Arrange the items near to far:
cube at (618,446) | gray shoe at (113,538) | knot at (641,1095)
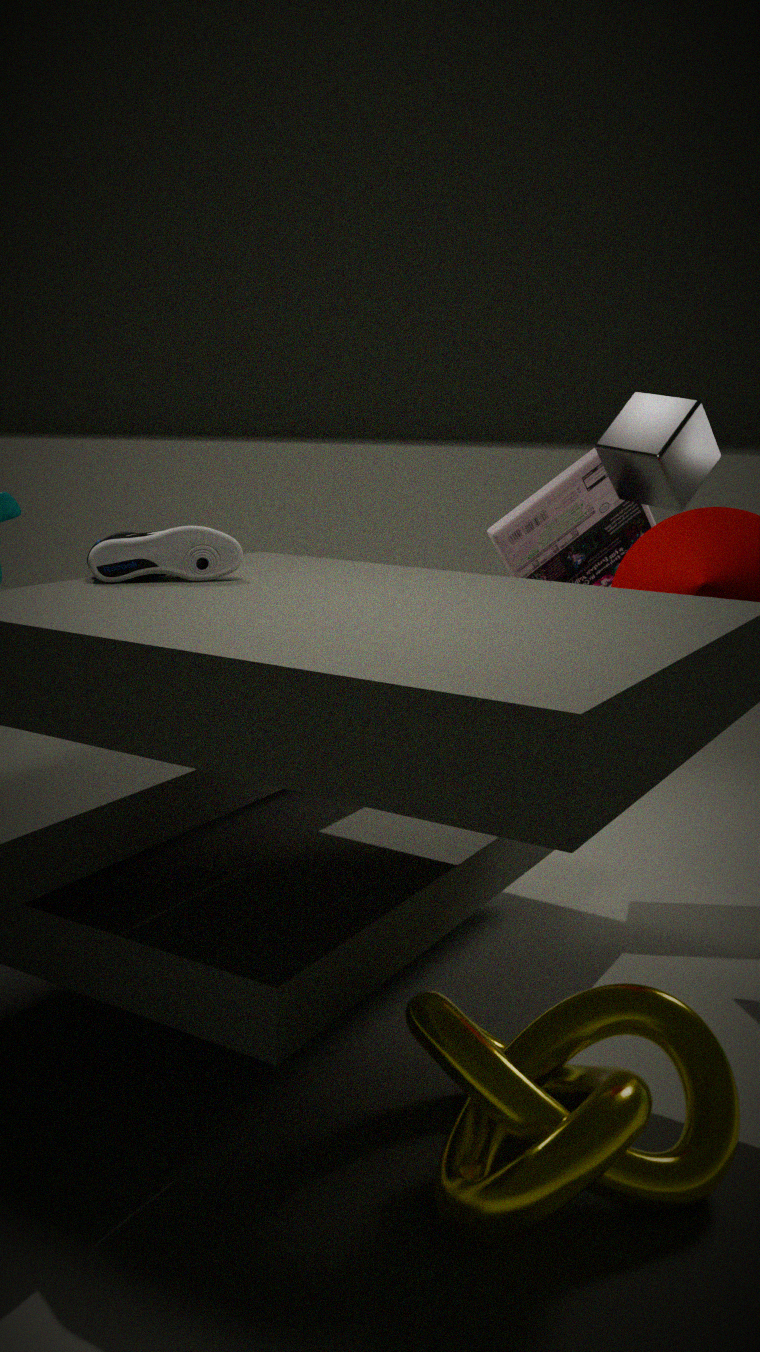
knot at (641,1095), gray shoe at (113,538), cube at (618,446)
